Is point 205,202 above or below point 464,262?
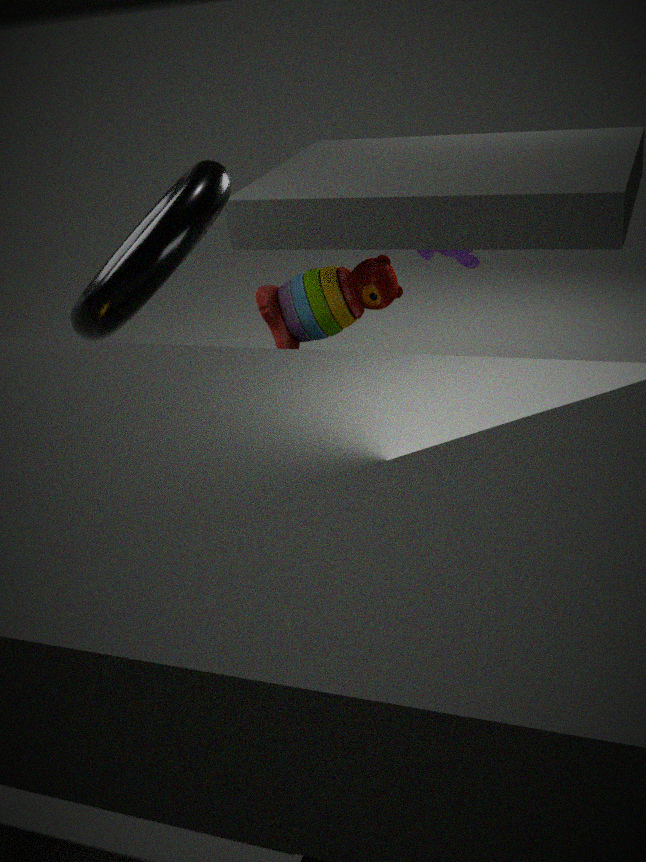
above
